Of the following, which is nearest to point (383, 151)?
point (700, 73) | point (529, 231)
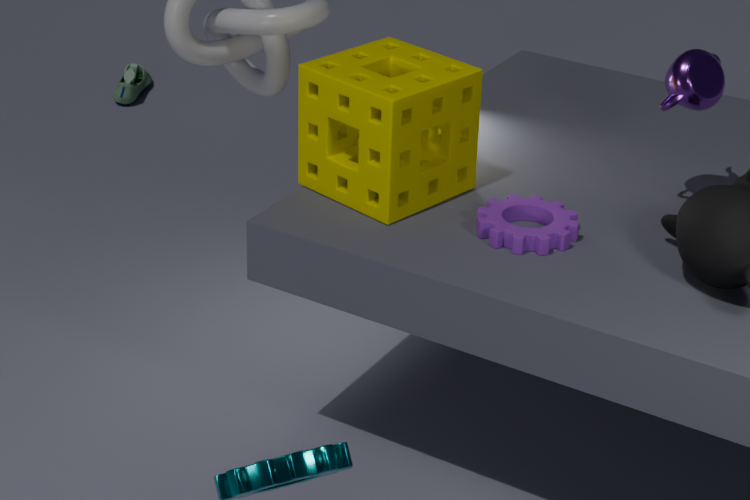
point (529, 231)
